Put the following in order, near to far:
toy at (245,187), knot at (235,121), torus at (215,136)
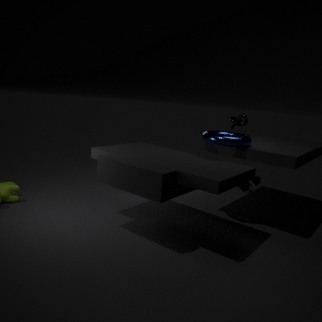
1. torus at (215,136)
2. toy at (245,187)
3. knot at (235,121)
